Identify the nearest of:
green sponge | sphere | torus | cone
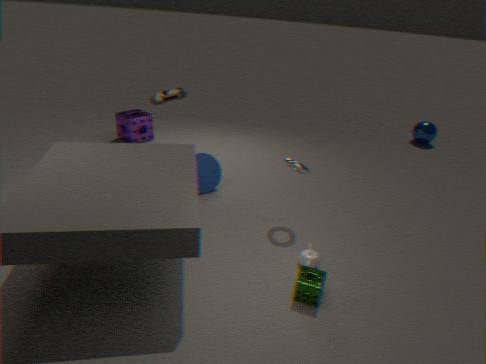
green sponge
